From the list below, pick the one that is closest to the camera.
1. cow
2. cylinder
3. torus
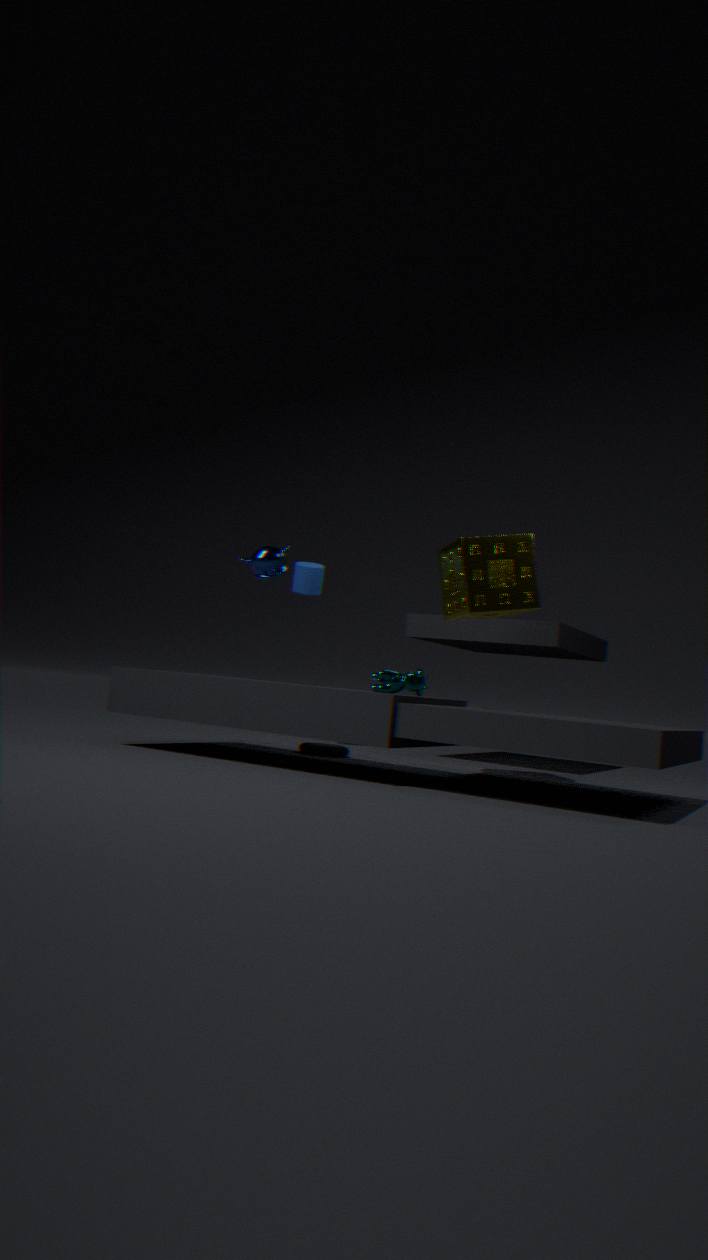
cow
